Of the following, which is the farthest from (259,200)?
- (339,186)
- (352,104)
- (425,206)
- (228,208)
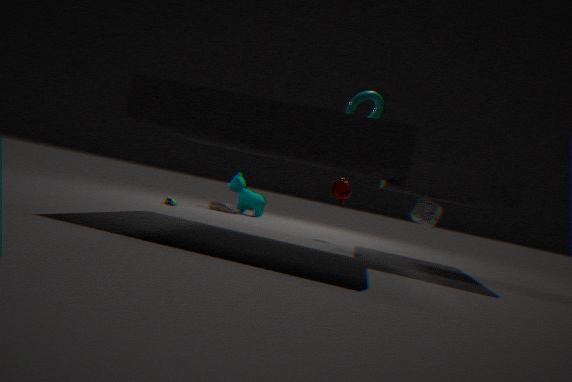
(352,104)
